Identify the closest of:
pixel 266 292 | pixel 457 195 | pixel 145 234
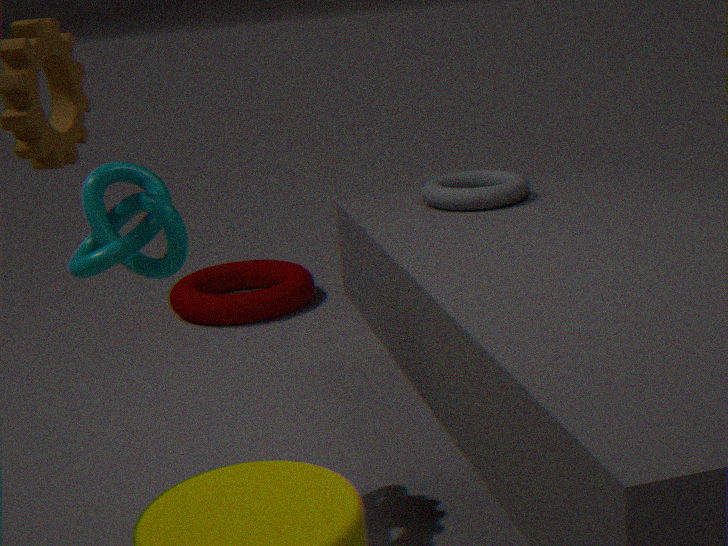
pixel 145 234
